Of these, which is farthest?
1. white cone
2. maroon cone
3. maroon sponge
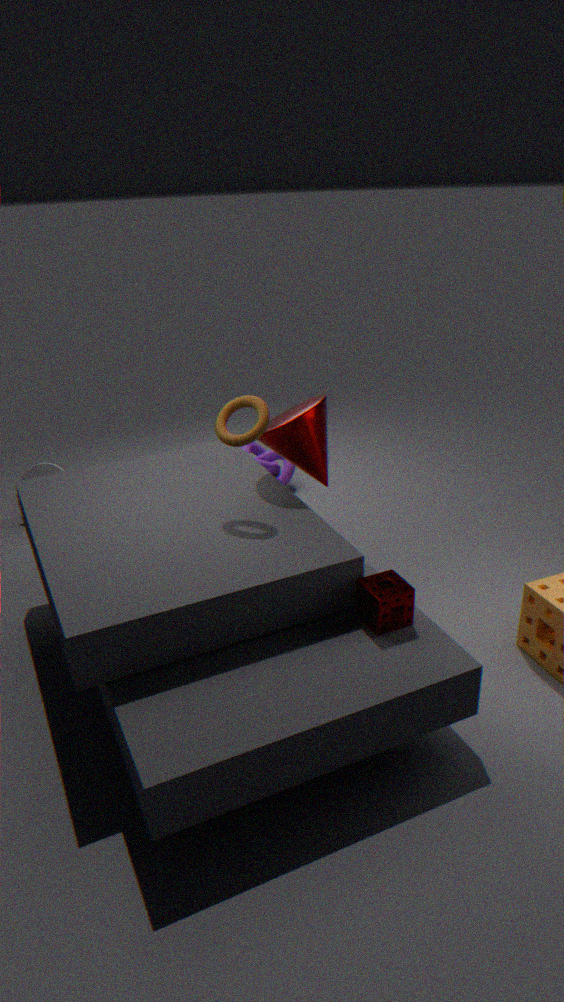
white cone
